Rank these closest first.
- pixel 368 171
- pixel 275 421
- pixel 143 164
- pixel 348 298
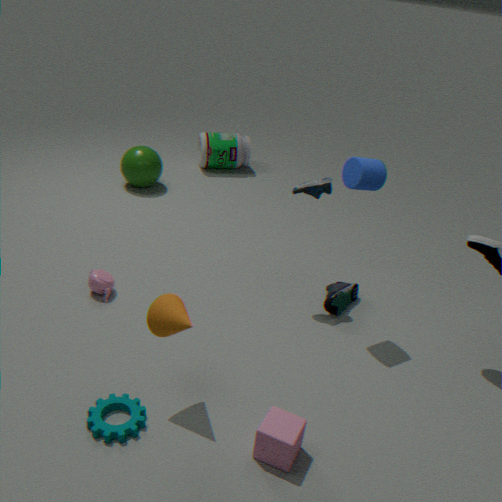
pixel 275 421
pixel 368 171
pixel 348 298
pixel 143 164
